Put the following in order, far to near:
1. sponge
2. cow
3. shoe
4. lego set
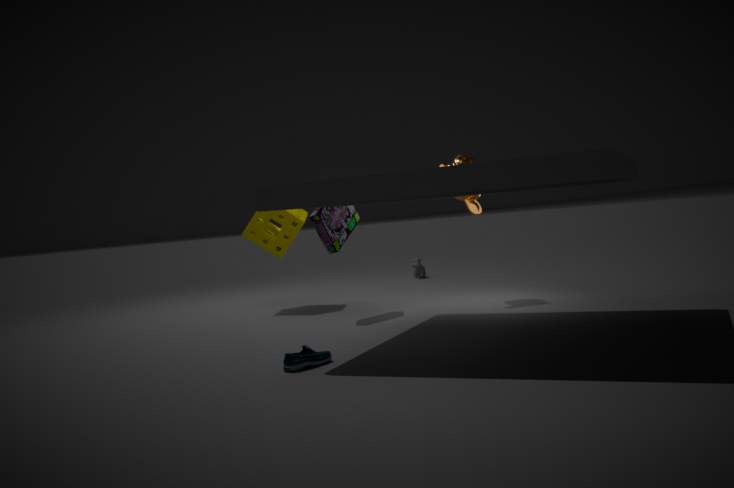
cow
sponge
lego set
shoe
